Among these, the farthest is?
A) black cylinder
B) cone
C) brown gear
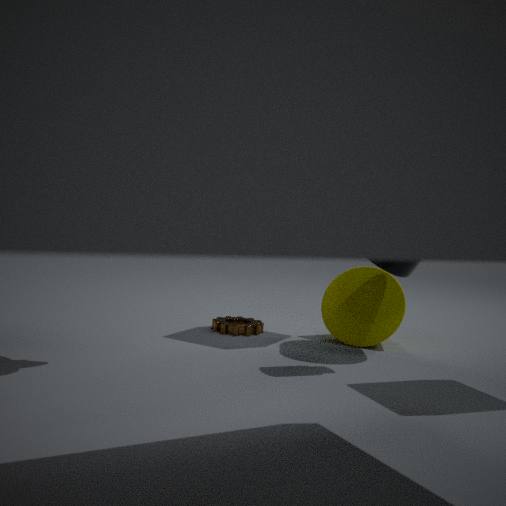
brown gear
